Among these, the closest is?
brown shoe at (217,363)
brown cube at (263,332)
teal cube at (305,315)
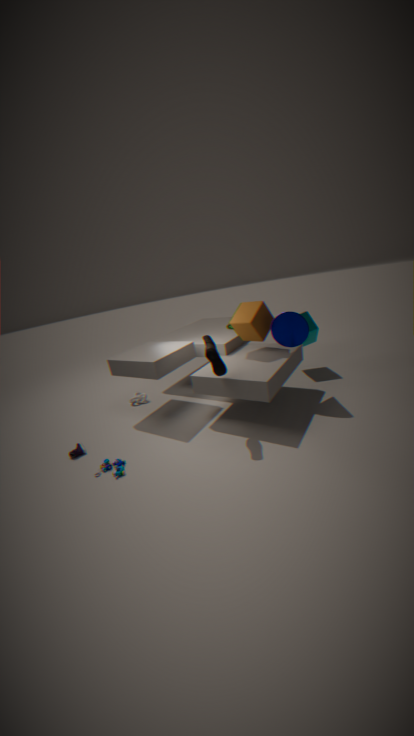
brown shoe at (217,363)
